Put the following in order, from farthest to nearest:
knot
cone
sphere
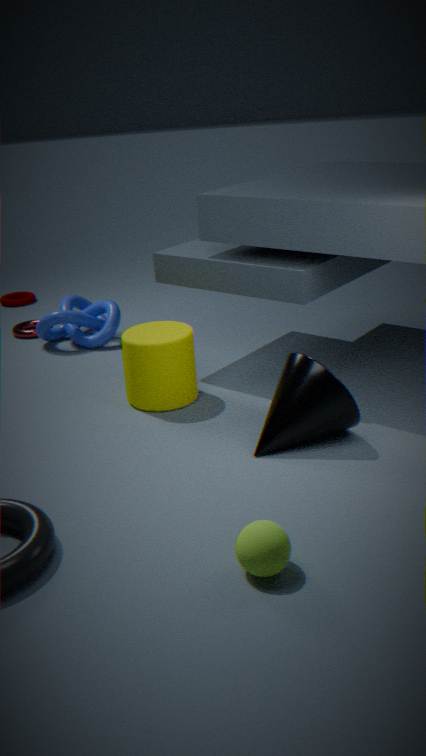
1. knot
2. cone
3. sphere
